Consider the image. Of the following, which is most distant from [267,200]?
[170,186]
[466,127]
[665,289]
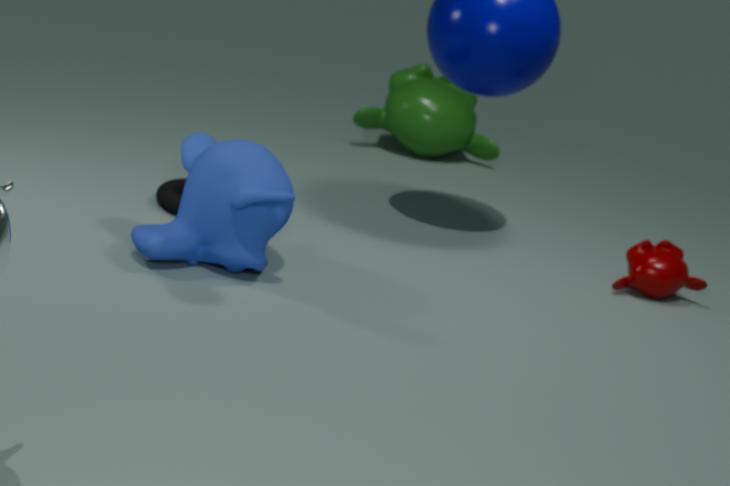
[466,127]
